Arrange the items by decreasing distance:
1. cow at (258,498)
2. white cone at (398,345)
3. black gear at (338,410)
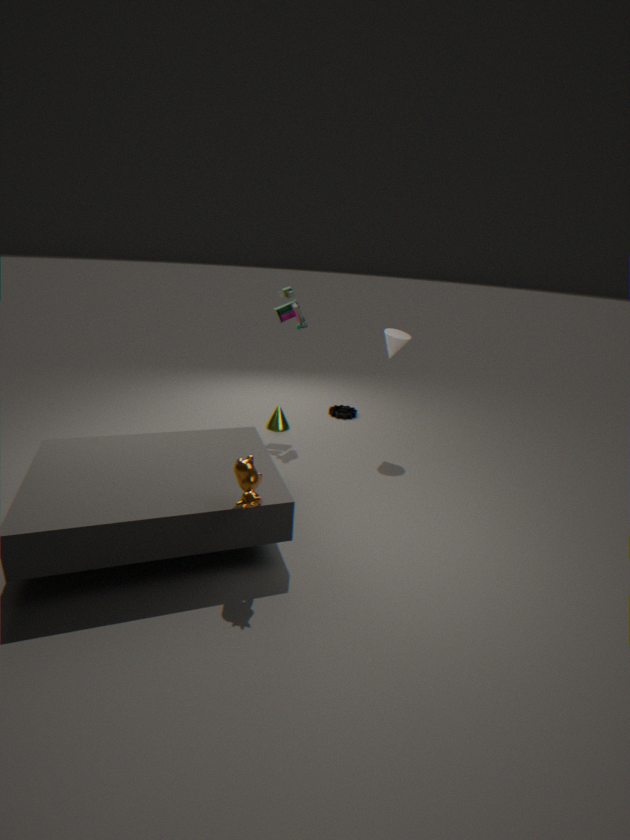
1. black gear at (338,410)
2. white cone at (398,345)
3. cow at (258,498)
